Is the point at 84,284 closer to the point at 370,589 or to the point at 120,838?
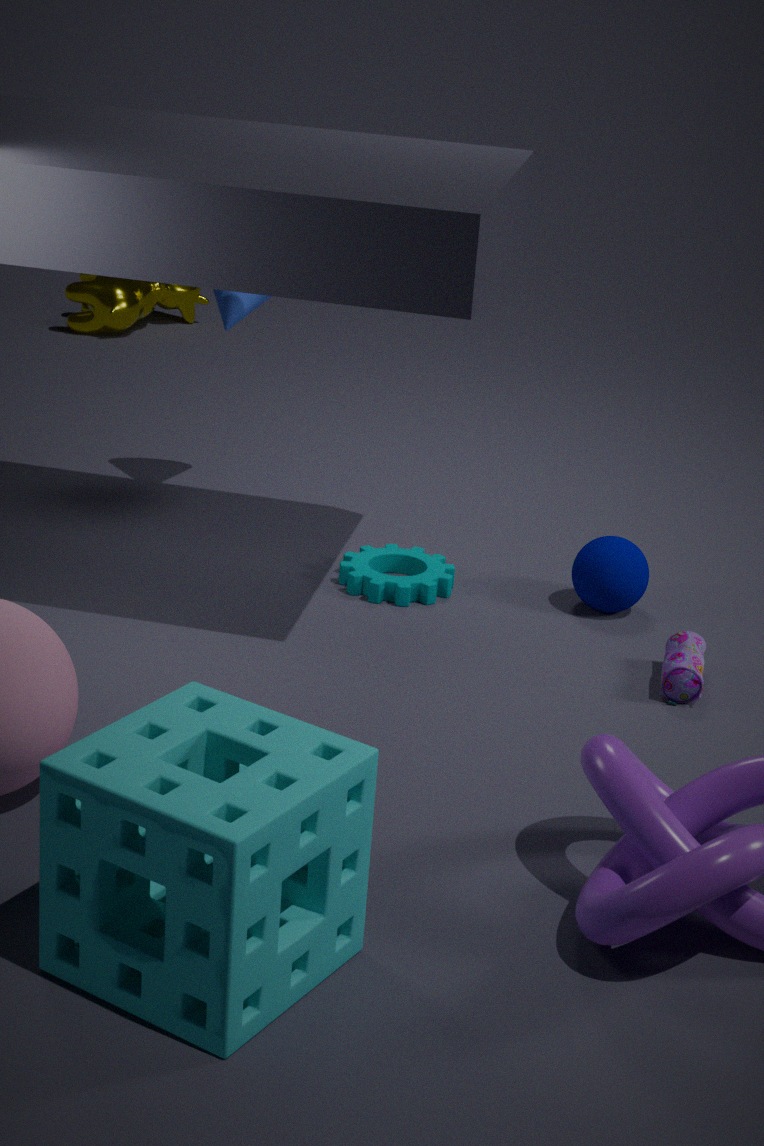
the point at 370,589
